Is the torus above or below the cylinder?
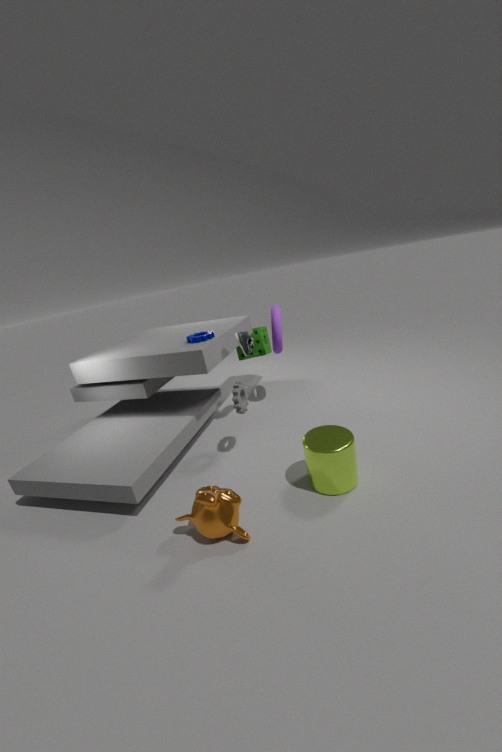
above
